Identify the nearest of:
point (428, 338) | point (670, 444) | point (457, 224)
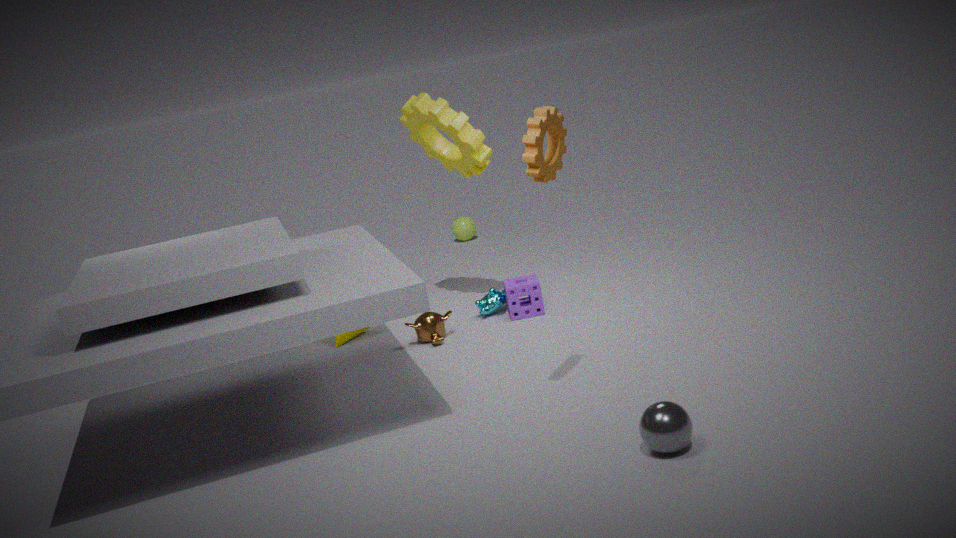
point (670, 444)
